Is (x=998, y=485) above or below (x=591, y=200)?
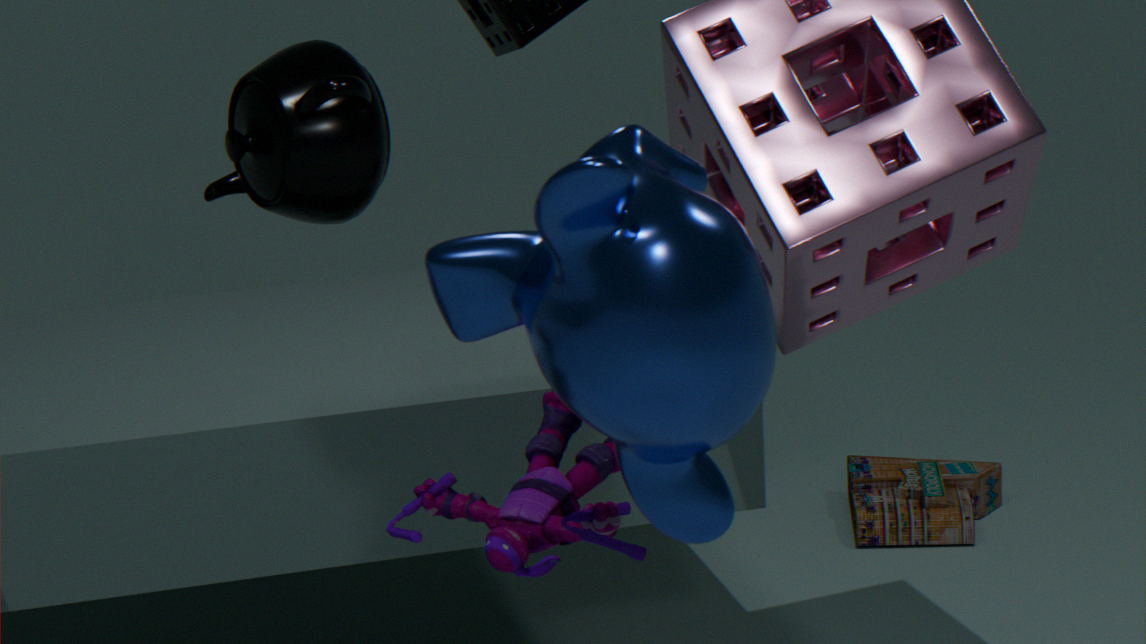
below
